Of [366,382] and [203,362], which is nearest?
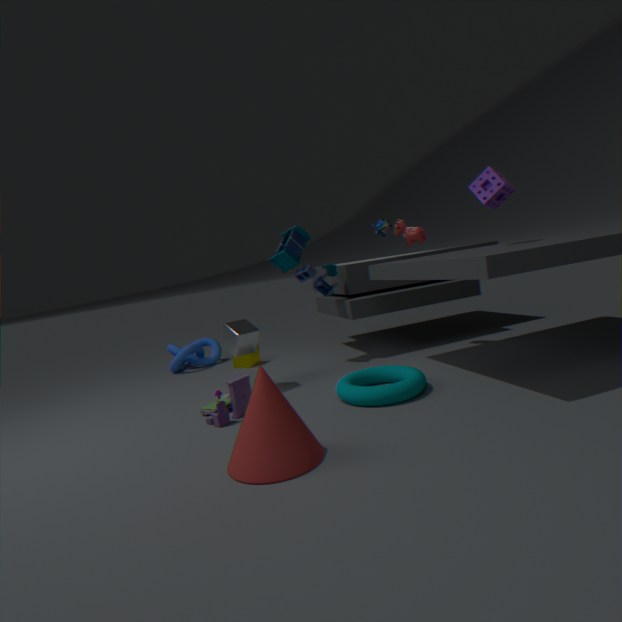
[366,382]
